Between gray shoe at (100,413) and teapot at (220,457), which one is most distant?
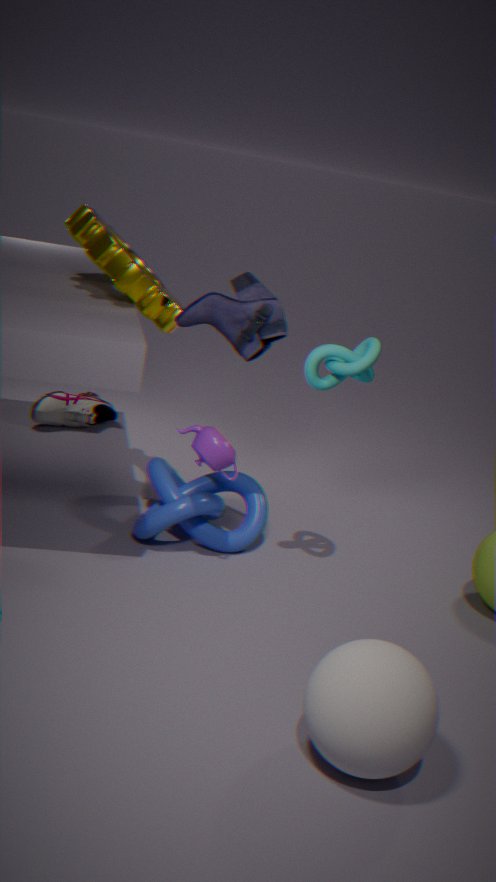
gray shoe at (100,413)
